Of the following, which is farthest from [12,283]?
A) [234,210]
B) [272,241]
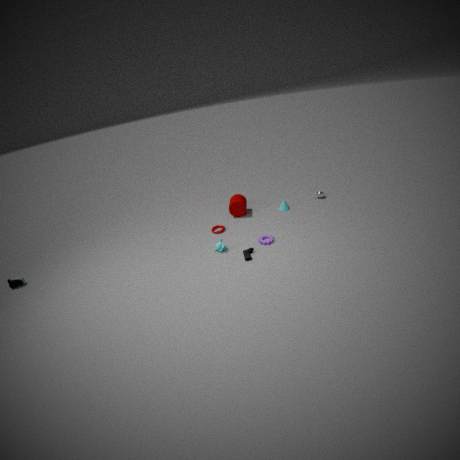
[272,241]
